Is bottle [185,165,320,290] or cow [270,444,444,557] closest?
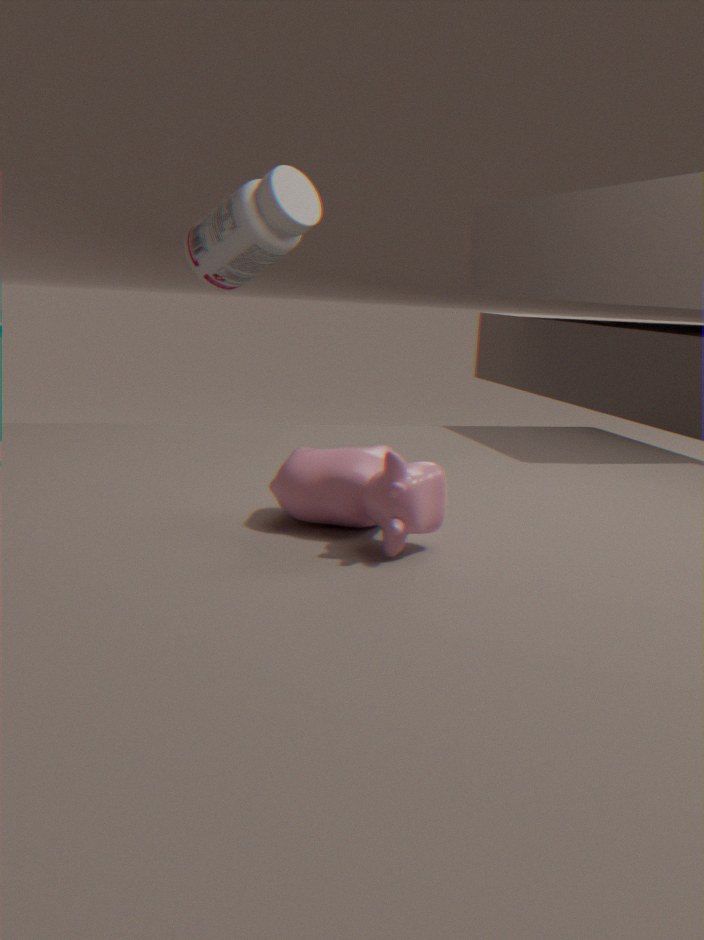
cow [270,444,444,557]
